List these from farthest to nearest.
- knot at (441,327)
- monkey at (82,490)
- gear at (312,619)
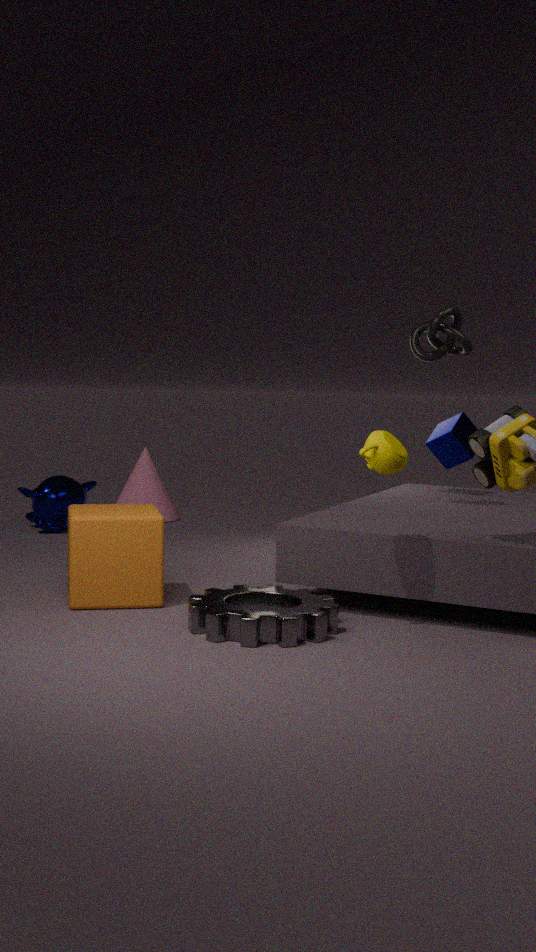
1. monkey at (82,490)
2. knot at (441,327)
3. gear at (312,619)
